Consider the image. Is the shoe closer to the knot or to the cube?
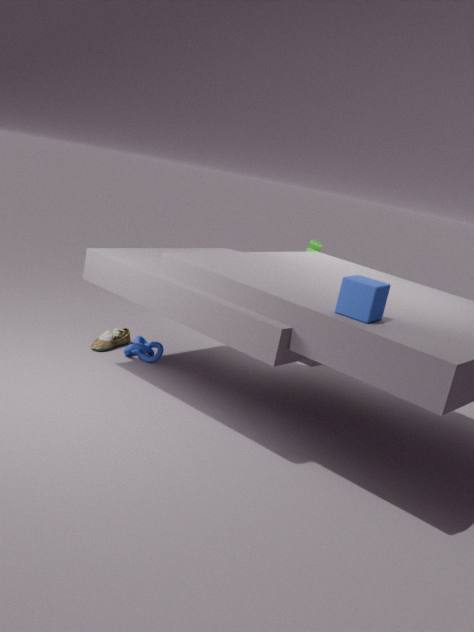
the knot
